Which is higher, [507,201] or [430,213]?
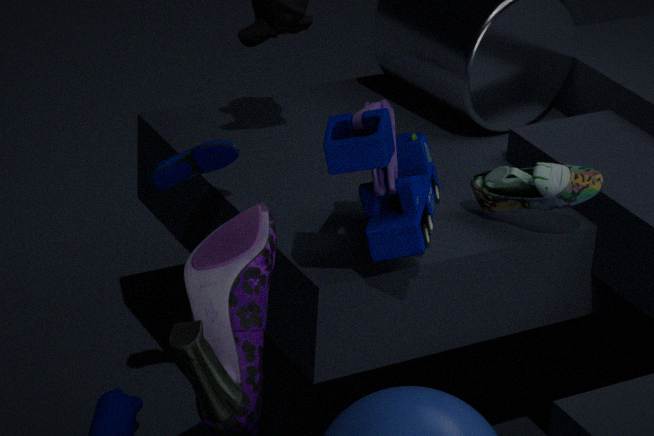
[430,213]
